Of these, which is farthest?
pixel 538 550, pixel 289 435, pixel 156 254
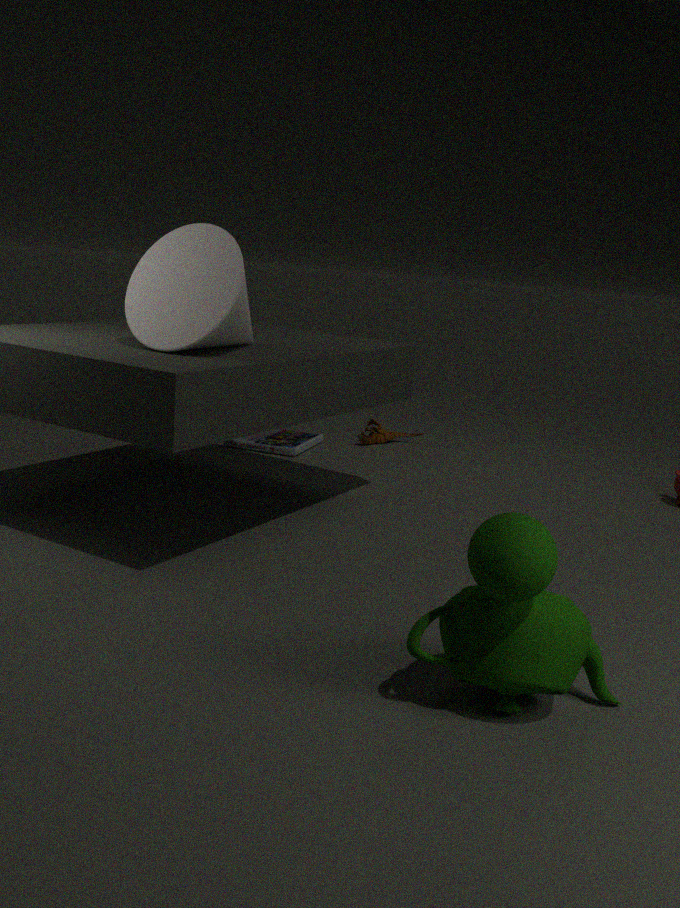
pixel 289 435
